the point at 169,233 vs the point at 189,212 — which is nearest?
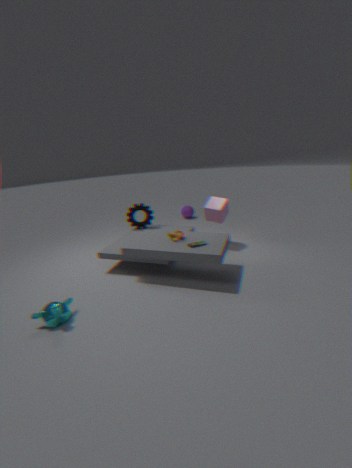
the point at 169,233
